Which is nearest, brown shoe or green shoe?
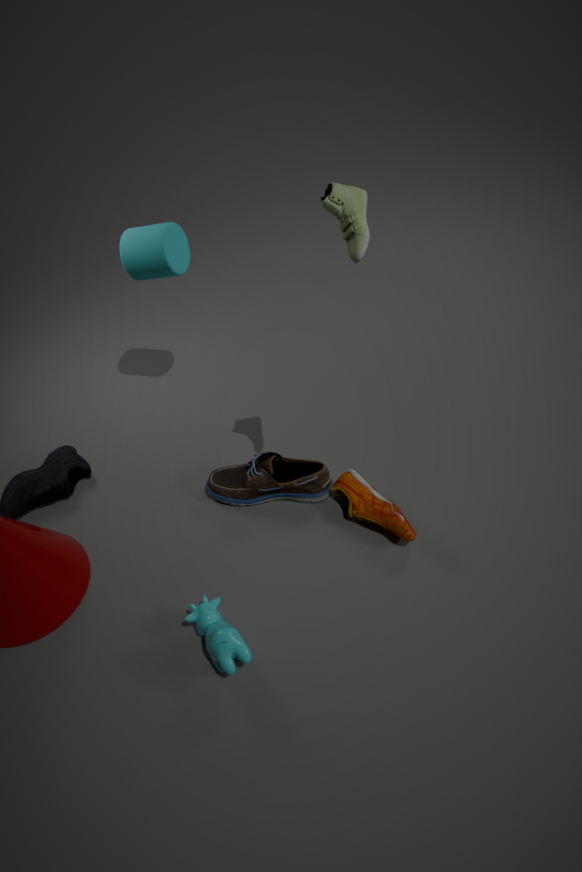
green shoe
